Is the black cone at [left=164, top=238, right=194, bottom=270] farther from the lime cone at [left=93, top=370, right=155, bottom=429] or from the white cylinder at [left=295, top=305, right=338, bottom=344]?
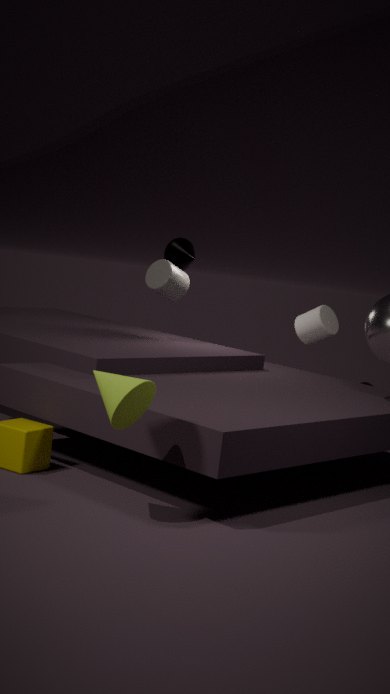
the lime cone at [left=93, top=370, right=155, bottom=429]
